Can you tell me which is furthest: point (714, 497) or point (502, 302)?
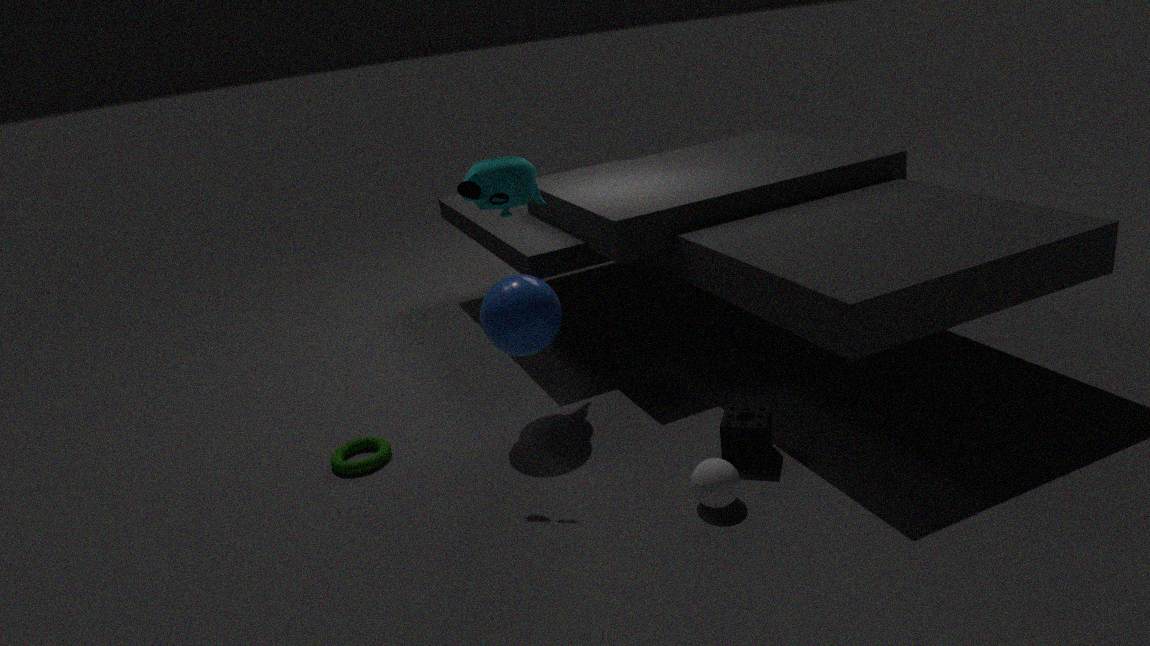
point (502, 302)
